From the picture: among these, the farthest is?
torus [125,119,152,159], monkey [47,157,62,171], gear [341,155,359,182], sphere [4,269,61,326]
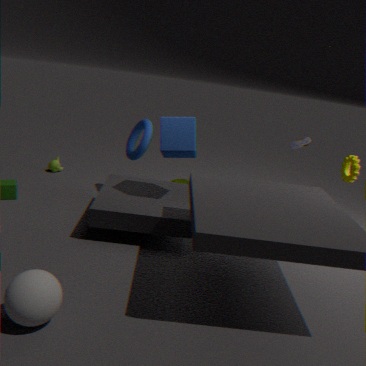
monkey [47,157,62,171]
